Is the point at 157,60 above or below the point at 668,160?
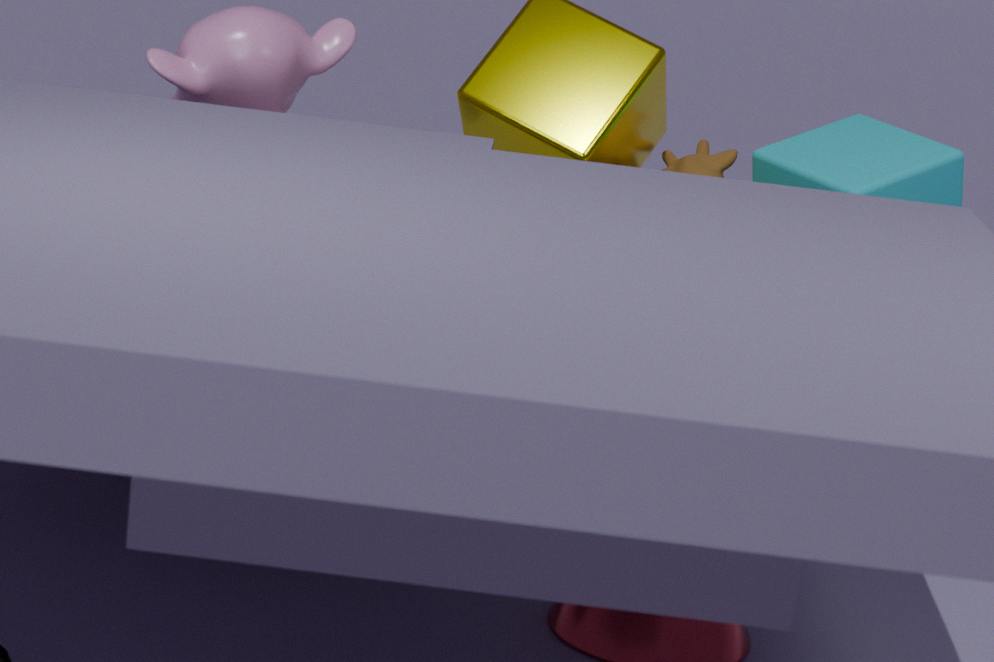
above
